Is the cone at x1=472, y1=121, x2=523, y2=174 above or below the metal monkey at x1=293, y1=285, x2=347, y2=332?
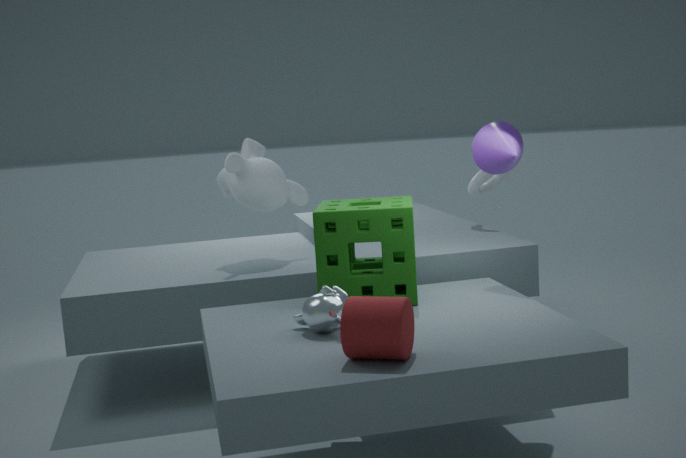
above
